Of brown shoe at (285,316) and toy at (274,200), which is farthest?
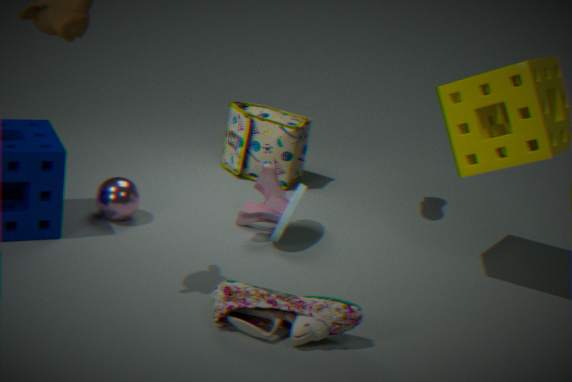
toy at (274,200)
